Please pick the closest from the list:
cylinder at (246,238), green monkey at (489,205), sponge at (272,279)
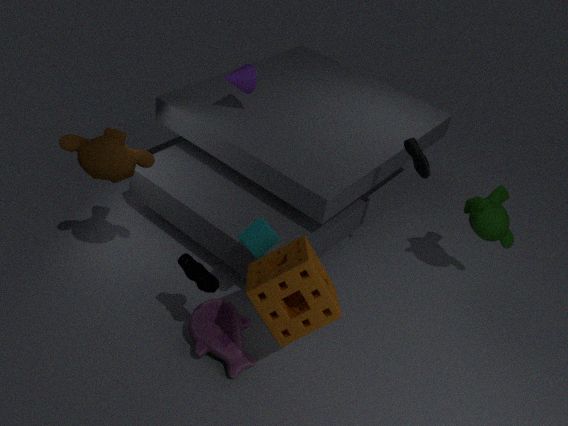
sponge at (272,279)
